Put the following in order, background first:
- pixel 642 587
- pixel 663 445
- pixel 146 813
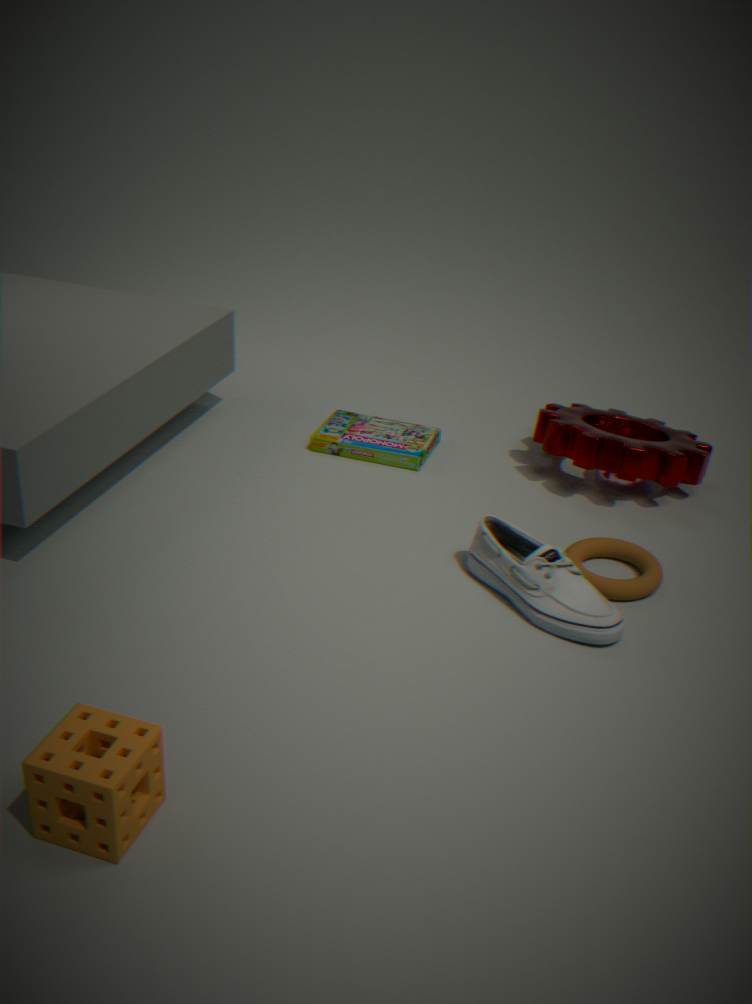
pixel 663 445
pixel 642 587
pixel 146 813
